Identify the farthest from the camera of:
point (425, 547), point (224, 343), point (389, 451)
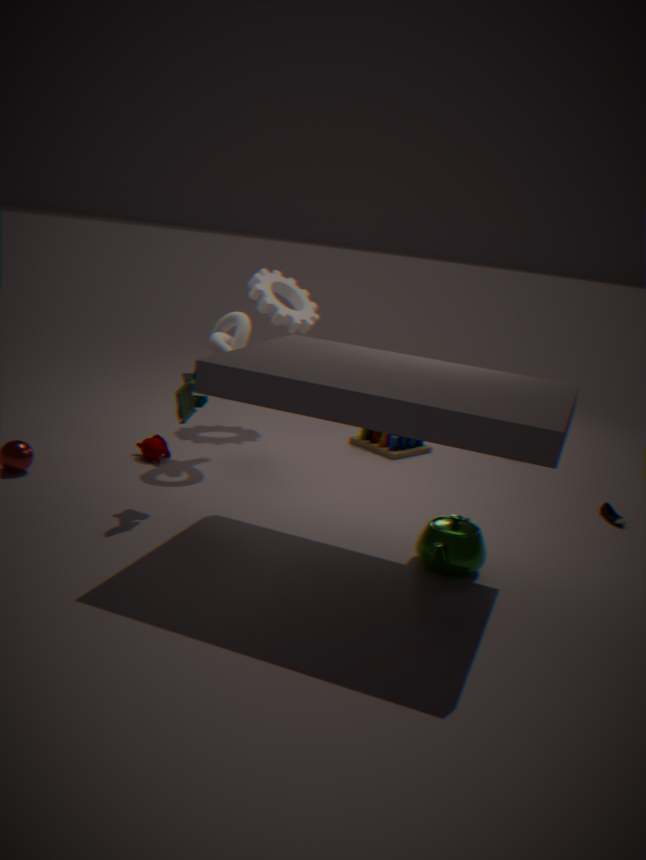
point (389, 451)
